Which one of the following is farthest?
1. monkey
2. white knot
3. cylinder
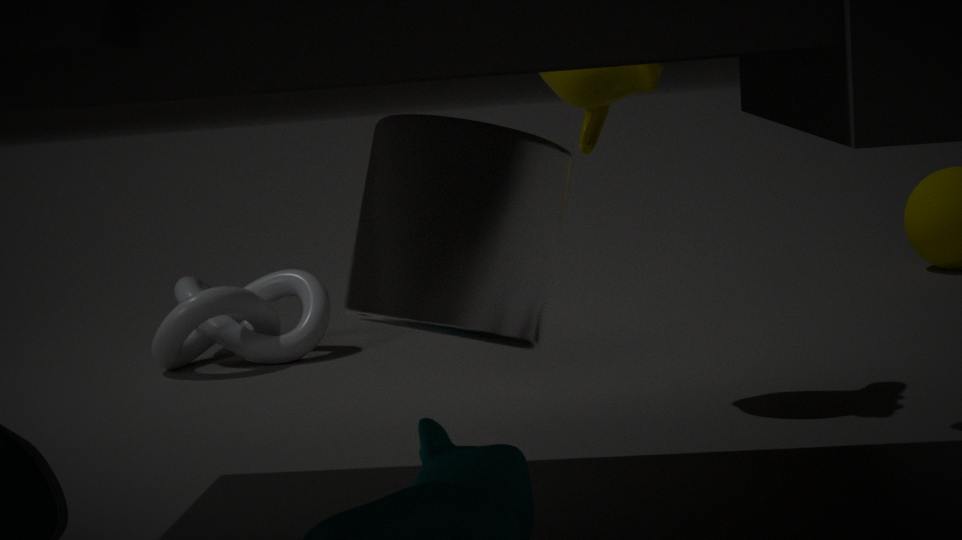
white knot
